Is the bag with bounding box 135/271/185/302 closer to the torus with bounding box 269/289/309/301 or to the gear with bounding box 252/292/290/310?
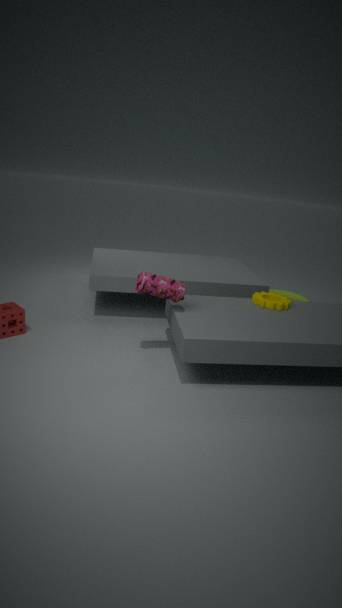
the gear with bounding box 252/292/290/310
